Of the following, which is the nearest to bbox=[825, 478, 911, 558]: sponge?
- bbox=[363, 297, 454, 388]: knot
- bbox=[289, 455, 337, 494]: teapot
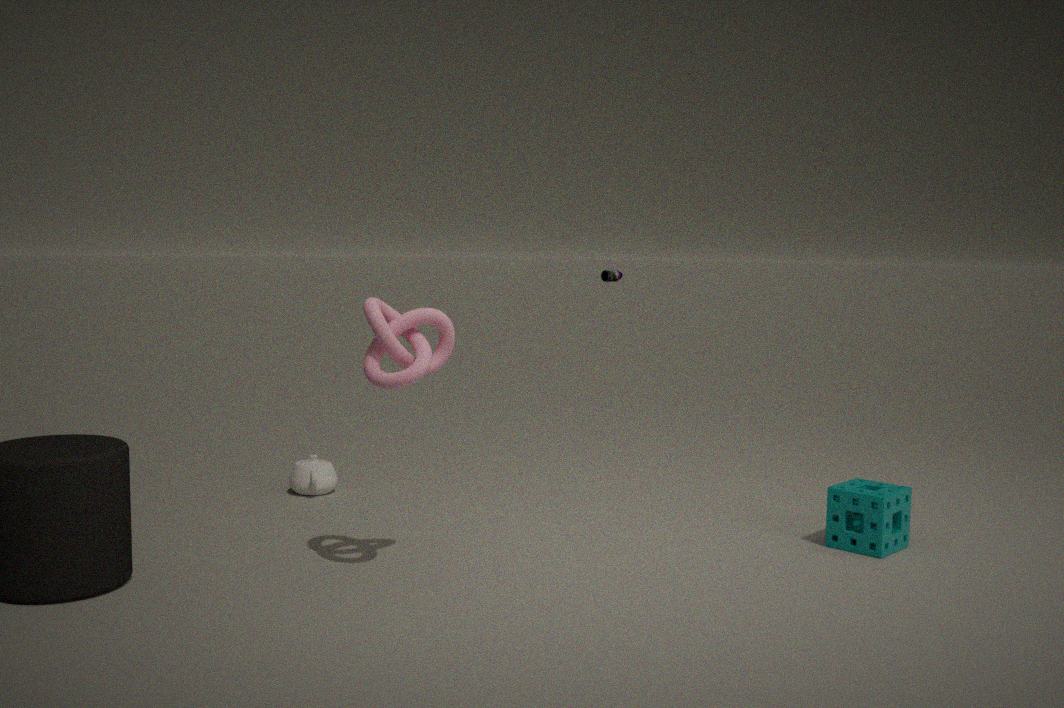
bbox=[363, 297, 454, 388]: knot
